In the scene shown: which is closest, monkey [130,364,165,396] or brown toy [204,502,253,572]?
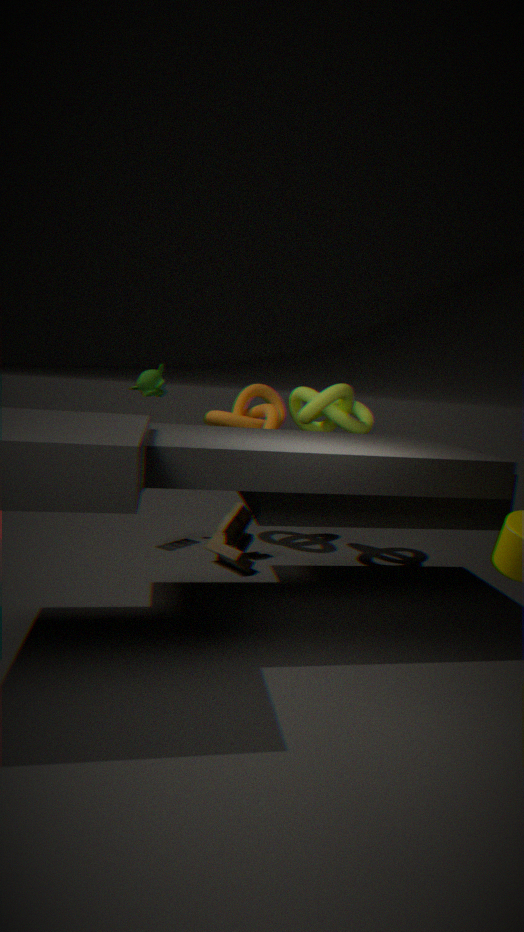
brown toy [204,502,253,572]
